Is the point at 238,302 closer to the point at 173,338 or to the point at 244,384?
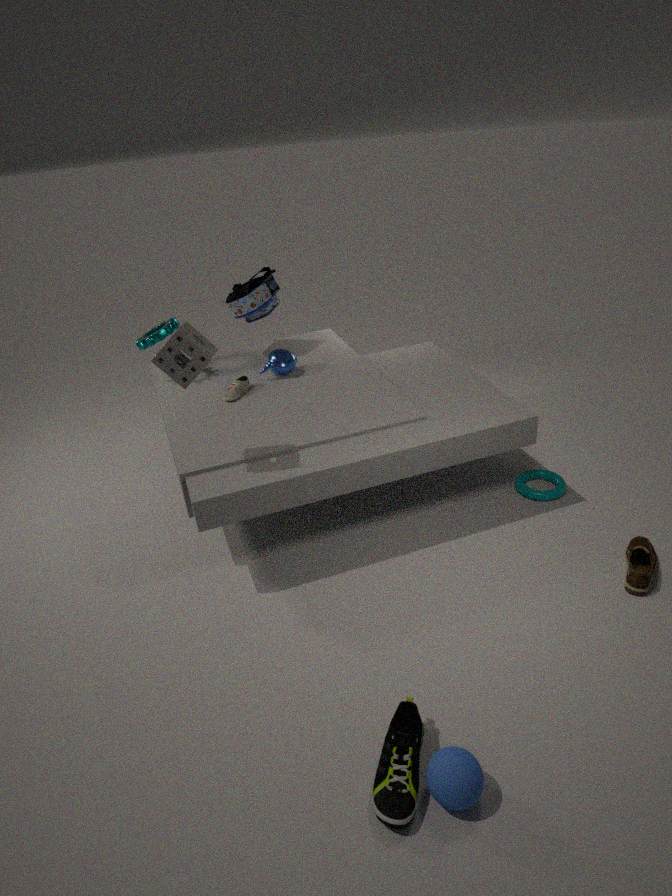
the point at 244,384
